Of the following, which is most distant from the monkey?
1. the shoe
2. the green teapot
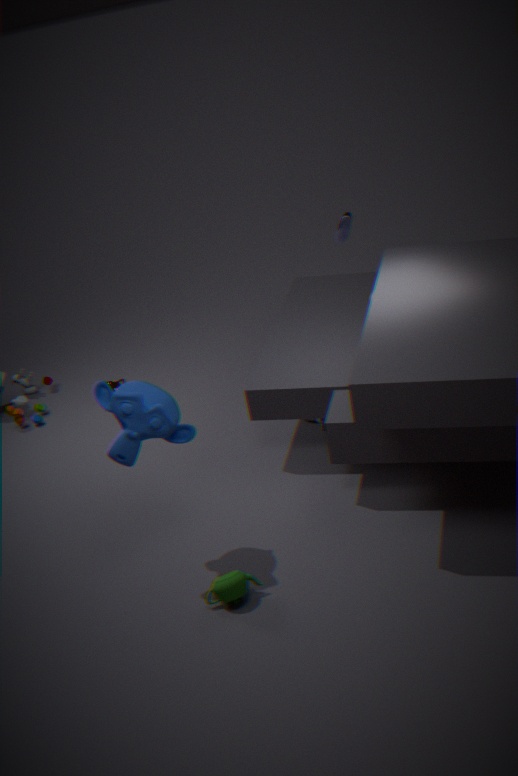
the shoe
